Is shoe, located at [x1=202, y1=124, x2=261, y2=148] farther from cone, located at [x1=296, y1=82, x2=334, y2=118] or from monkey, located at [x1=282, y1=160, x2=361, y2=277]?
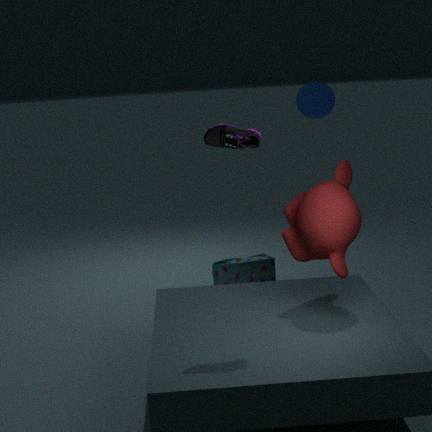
cone, located at [x1=296, y1=82, x2=334, y2=118]
